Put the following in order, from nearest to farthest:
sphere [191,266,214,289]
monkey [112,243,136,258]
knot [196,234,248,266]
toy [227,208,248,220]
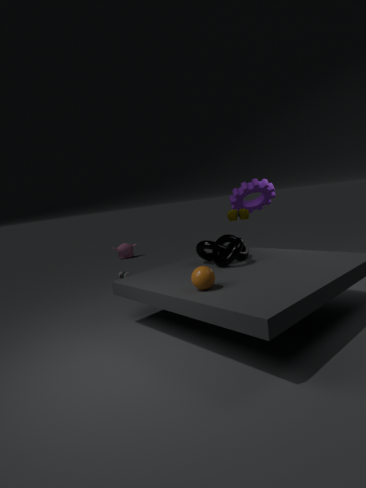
sphere [191,266,214,289], knot [196,234,248,266], toy [227,208,248,220], monkey [112,243,136,258]
